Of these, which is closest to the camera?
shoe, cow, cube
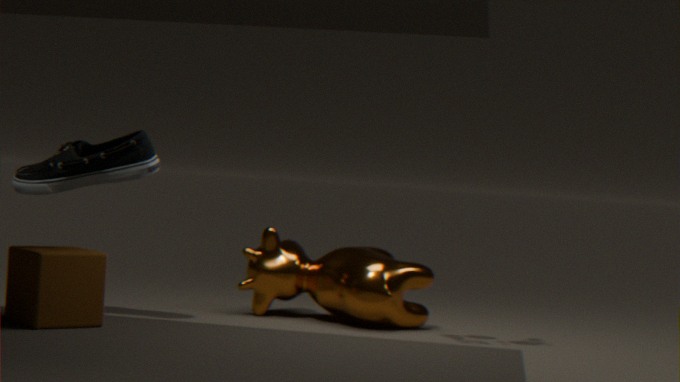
cube
